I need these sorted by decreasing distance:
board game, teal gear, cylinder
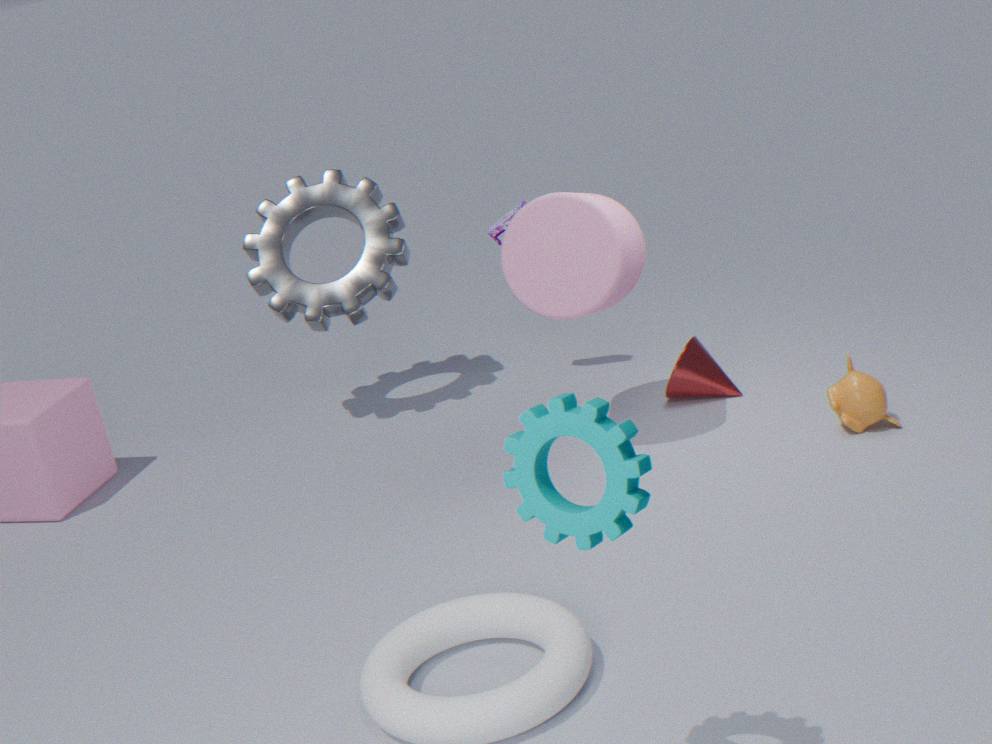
board game < cylinder < teal gear
